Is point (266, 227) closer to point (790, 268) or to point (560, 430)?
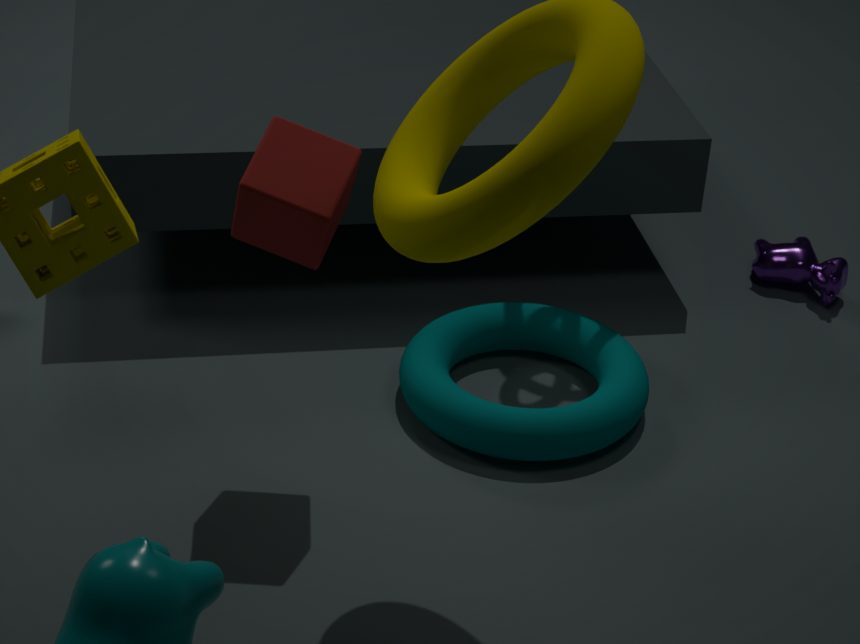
point (560, 430)
